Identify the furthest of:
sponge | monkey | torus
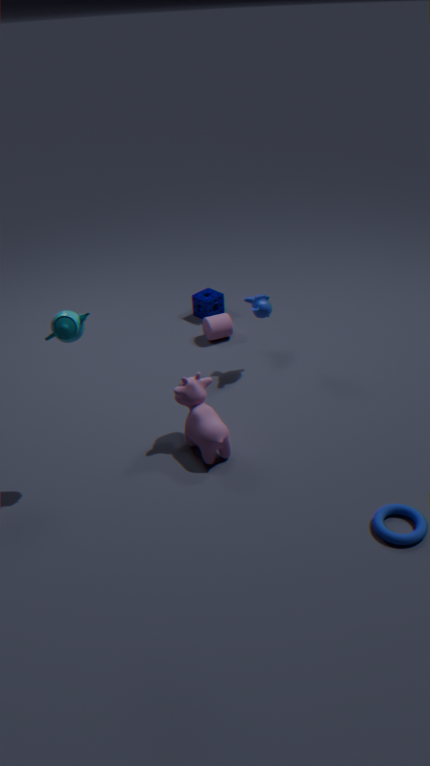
sponge
